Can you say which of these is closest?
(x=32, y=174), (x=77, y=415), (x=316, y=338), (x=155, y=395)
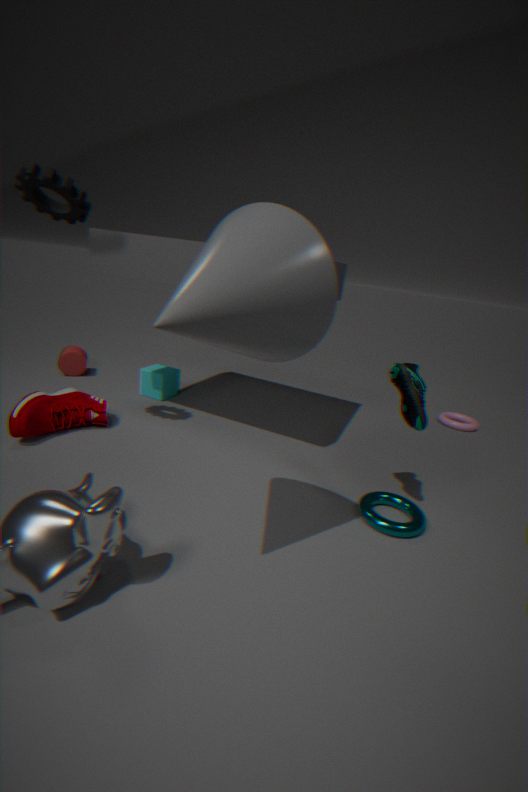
(x=316, y=338)
